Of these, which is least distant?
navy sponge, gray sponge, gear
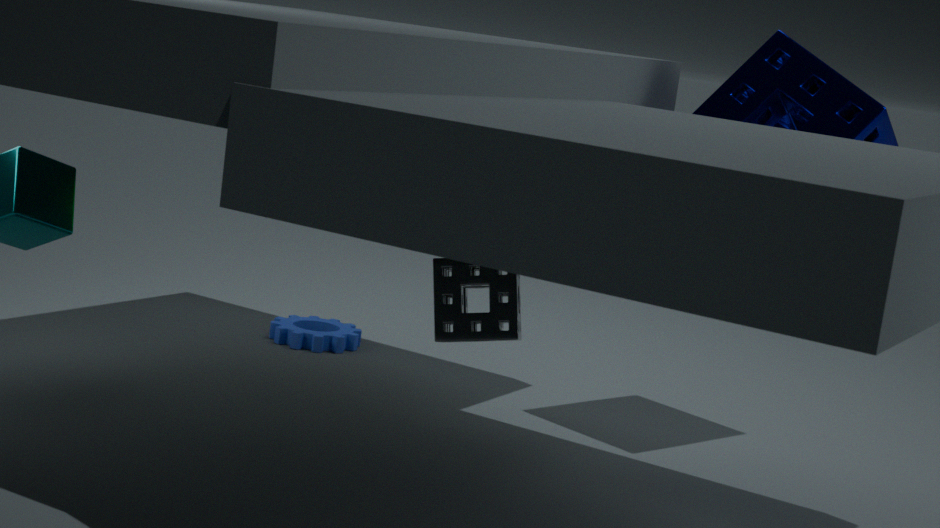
gray sponge
